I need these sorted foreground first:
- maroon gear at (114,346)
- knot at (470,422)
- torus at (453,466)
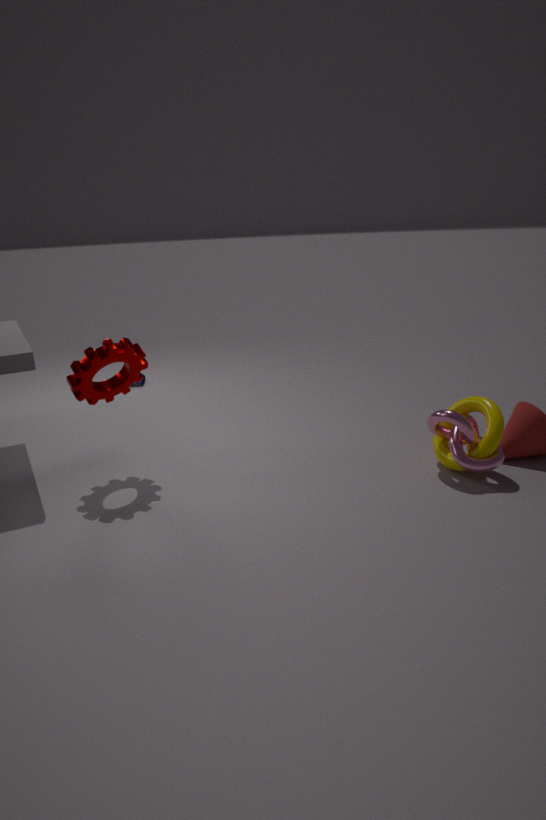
1. knot at (470,422)
2. torus at (453,466)
3. maroon gear at (114,346)
